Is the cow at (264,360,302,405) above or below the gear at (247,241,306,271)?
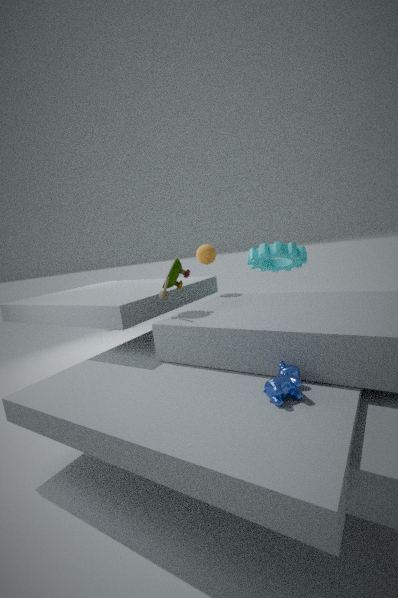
below
